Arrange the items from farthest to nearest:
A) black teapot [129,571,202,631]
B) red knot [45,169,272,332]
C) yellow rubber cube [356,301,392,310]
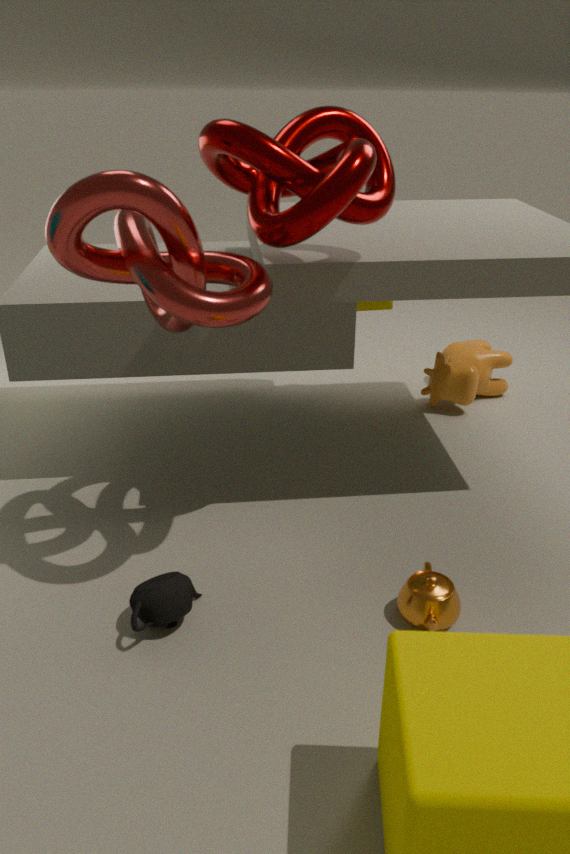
yellow rubber cube [356,301,392,310] → black teapot [129,571,202,631] → red knot [45,169,272,332]
